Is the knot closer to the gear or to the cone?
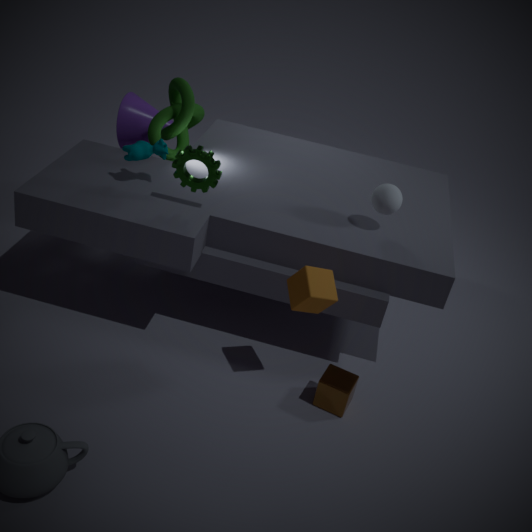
the cone
